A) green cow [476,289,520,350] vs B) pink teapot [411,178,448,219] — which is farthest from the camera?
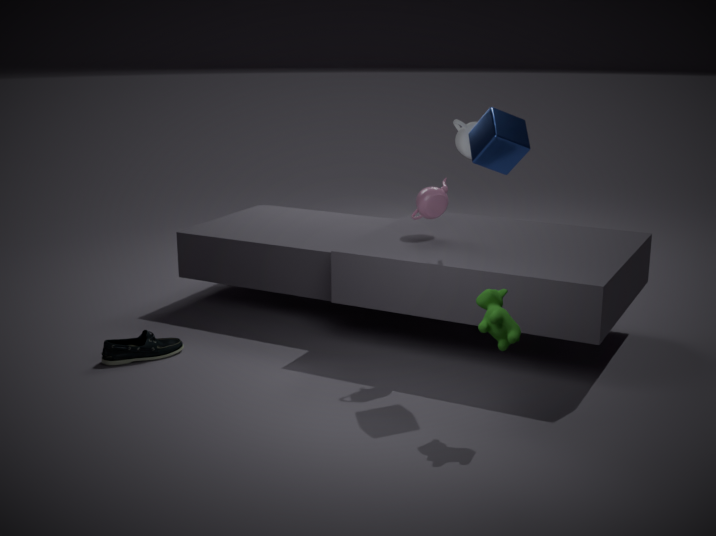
B. pink teapot [411,178,448,219]
